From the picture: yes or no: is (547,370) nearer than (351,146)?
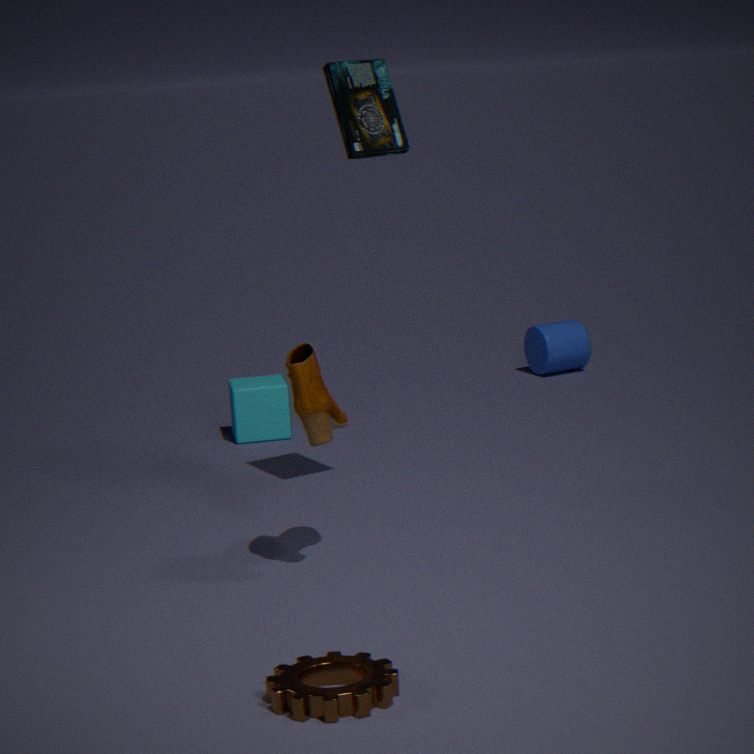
No
